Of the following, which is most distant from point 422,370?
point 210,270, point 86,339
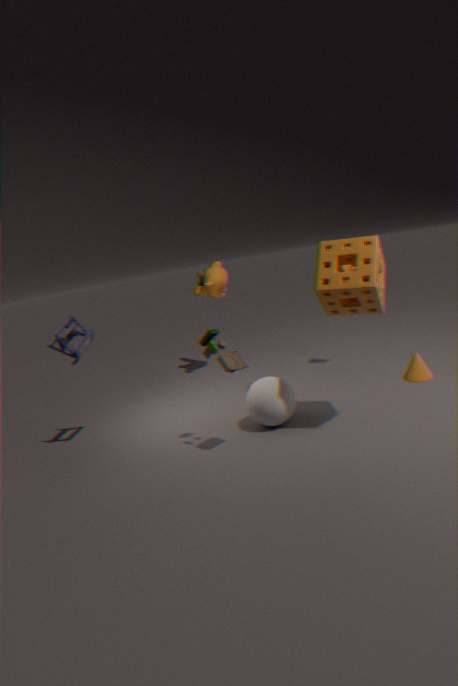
point 86,339
